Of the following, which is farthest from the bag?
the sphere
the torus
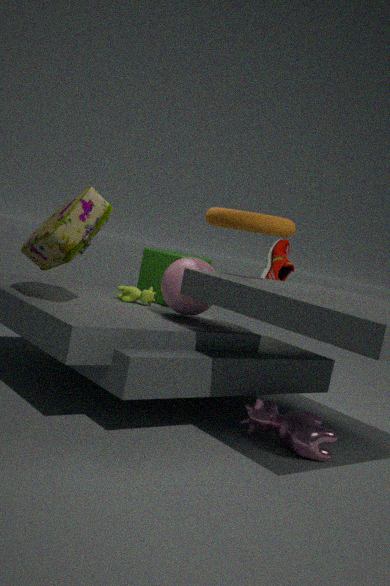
the torus
